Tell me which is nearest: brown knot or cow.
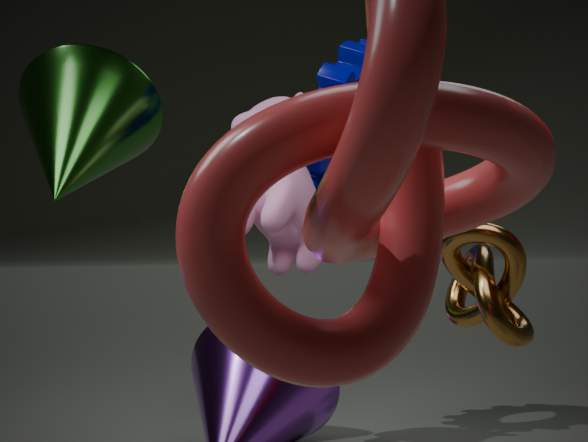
brown knot
